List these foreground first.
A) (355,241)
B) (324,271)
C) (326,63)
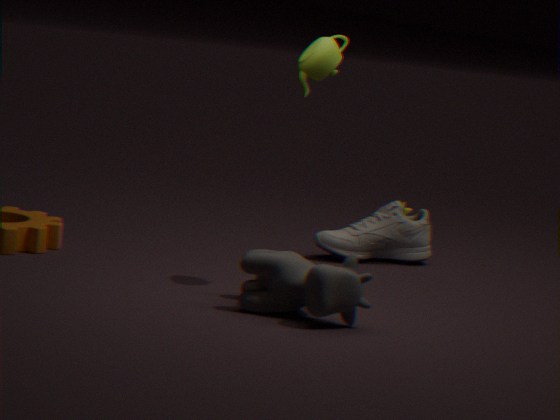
(324,271), (326,63), (355,241)
